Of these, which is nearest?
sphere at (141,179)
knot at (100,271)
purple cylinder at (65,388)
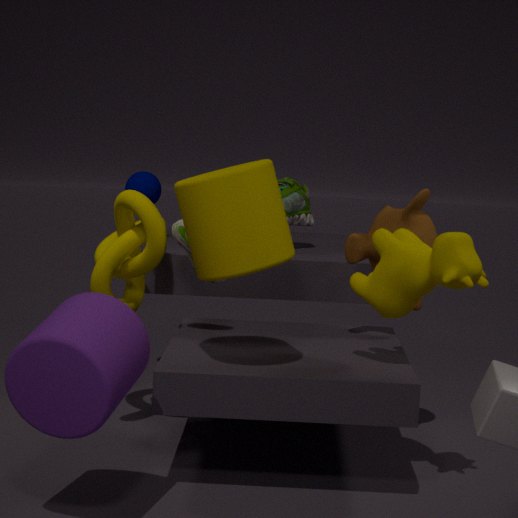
purple cylinder at (65,388)
